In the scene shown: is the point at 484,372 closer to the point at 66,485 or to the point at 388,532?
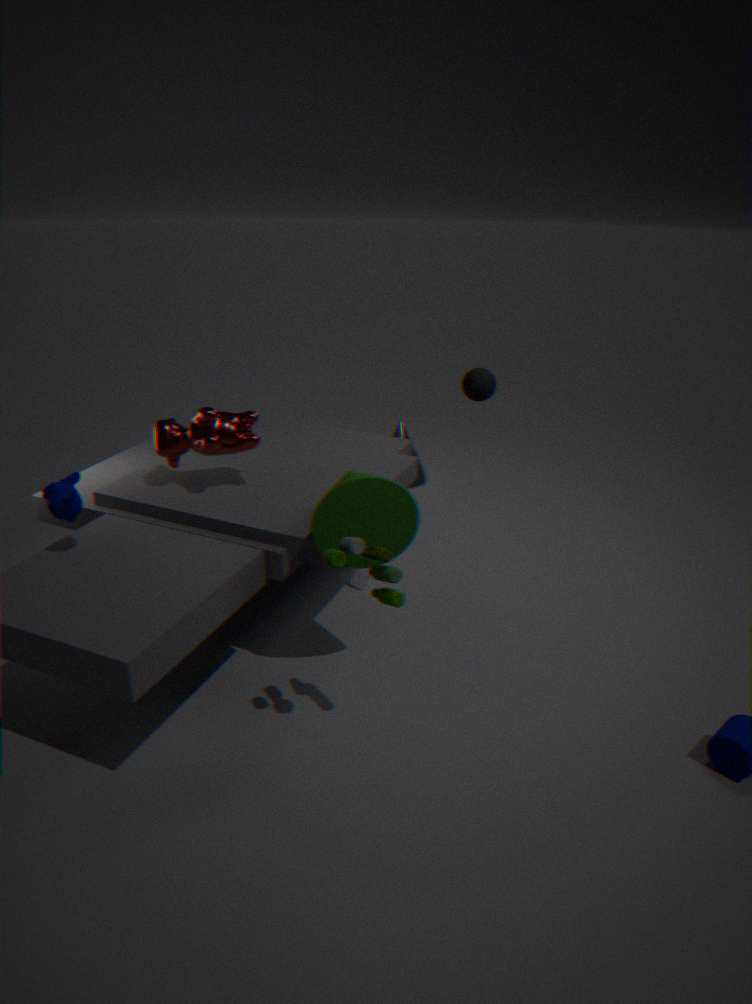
the point at 388,532
